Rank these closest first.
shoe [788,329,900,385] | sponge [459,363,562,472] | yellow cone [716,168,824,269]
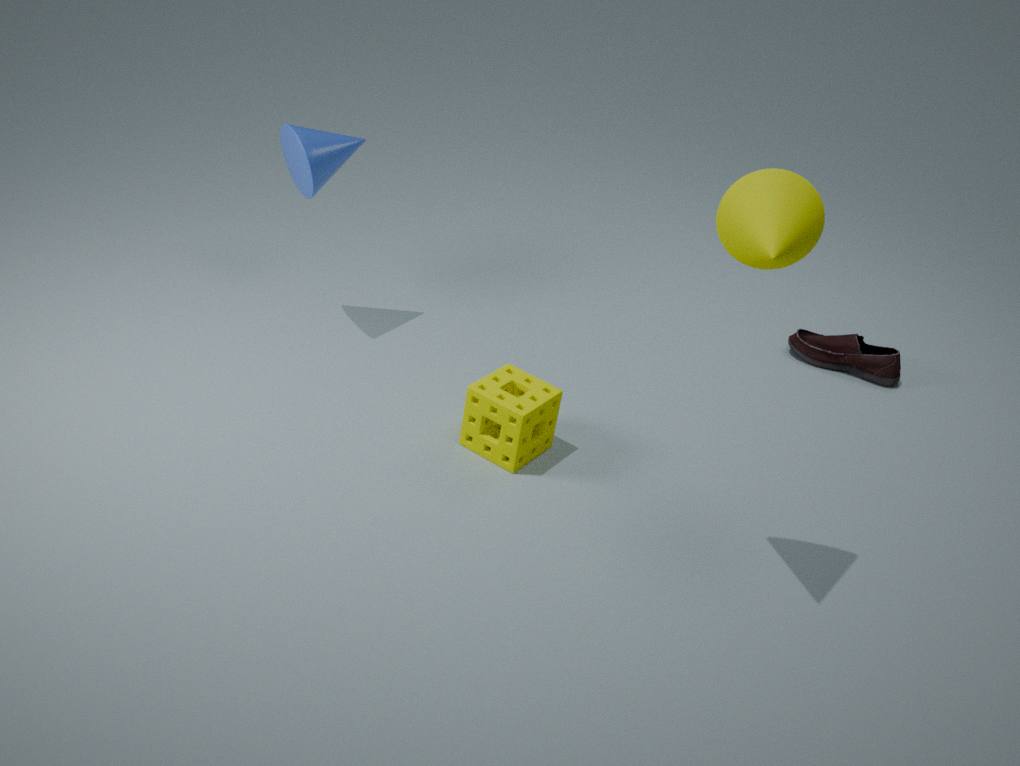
yellow cone [716,168,824,269] → sponge [459,363,562,472] → shoe [788,329,900,385]
